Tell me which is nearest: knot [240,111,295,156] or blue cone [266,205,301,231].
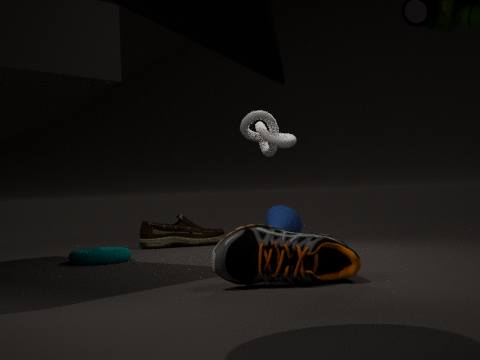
knot [240,111,295,156]
